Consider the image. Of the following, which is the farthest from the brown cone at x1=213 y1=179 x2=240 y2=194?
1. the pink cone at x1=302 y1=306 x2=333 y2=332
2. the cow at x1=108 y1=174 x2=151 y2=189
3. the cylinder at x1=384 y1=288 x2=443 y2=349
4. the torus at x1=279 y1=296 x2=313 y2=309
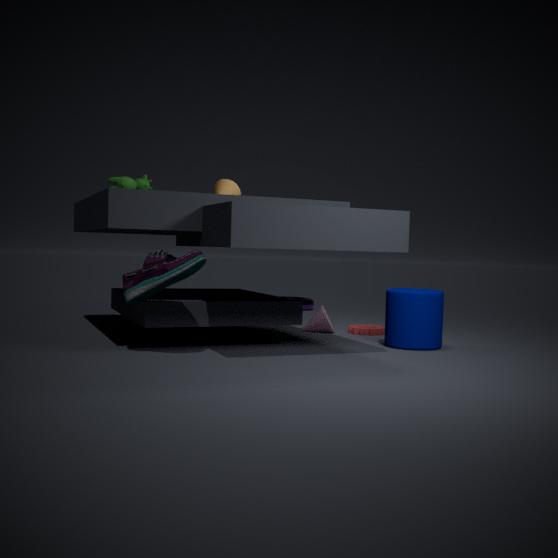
the torus at x1=279 y1=296 x2=313 y2=309
